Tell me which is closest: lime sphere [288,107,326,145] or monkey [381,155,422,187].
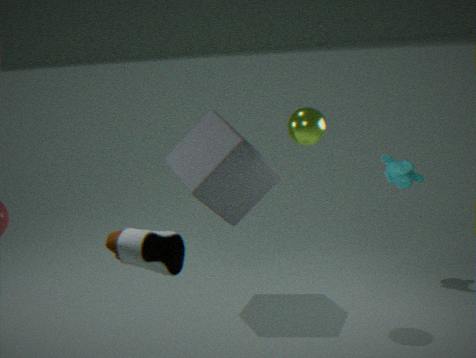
lime sphere [288,107,326,145]
